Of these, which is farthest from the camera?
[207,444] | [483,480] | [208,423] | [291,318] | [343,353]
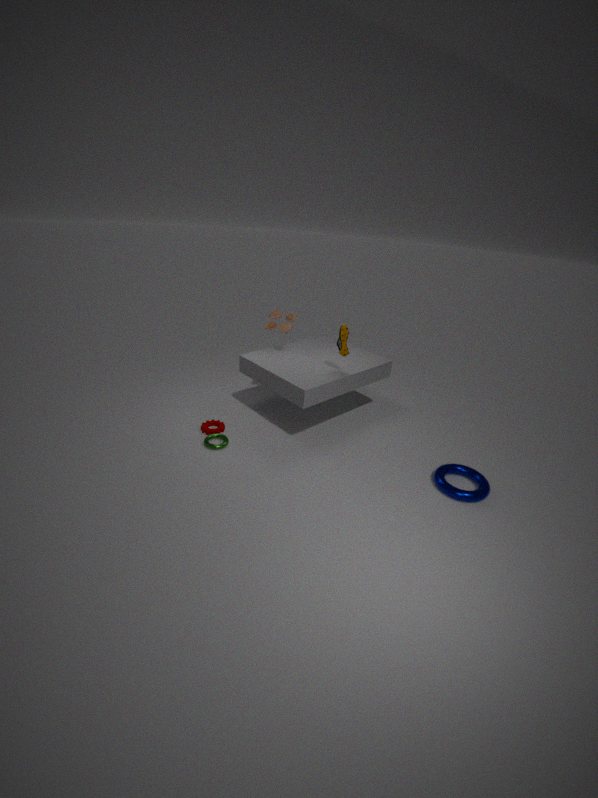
[291,318]
